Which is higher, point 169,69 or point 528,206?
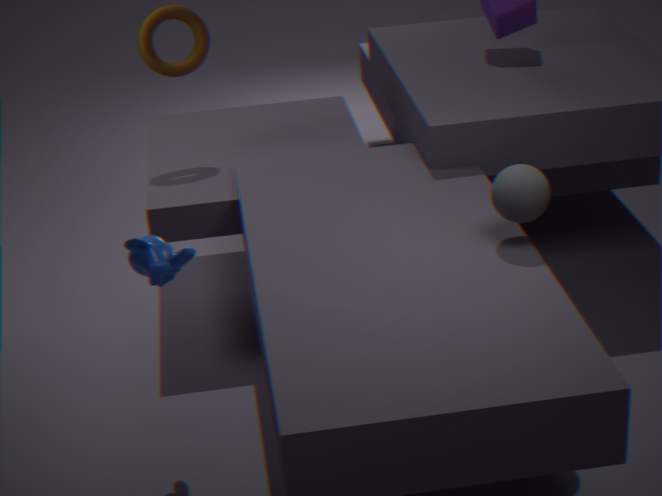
point 169,69
